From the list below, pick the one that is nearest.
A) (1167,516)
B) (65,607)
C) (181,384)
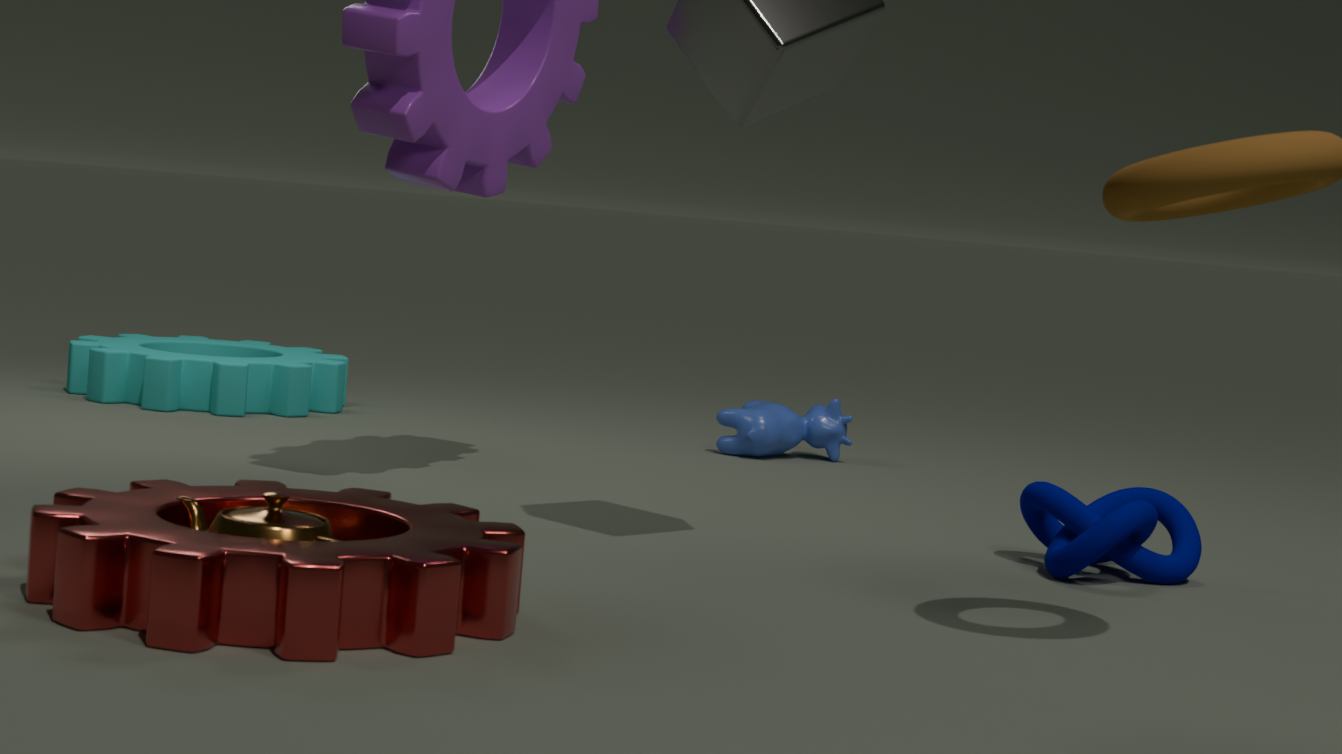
(65,607)
